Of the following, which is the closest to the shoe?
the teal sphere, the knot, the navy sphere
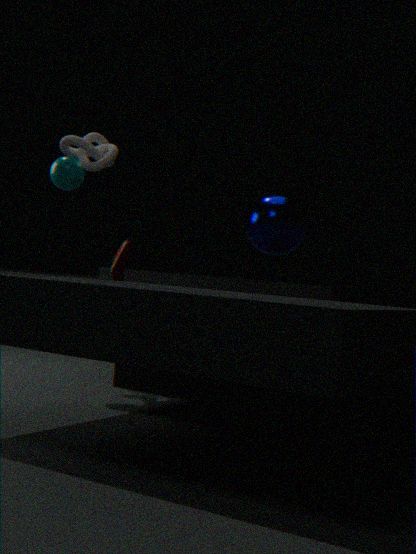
the teal sphere
